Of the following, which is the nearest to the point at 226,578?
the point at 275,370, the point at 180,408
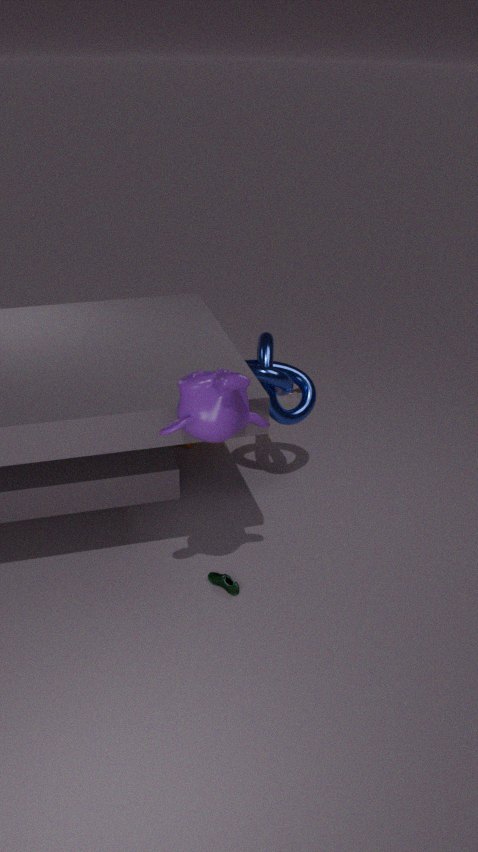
the point at 180,408
